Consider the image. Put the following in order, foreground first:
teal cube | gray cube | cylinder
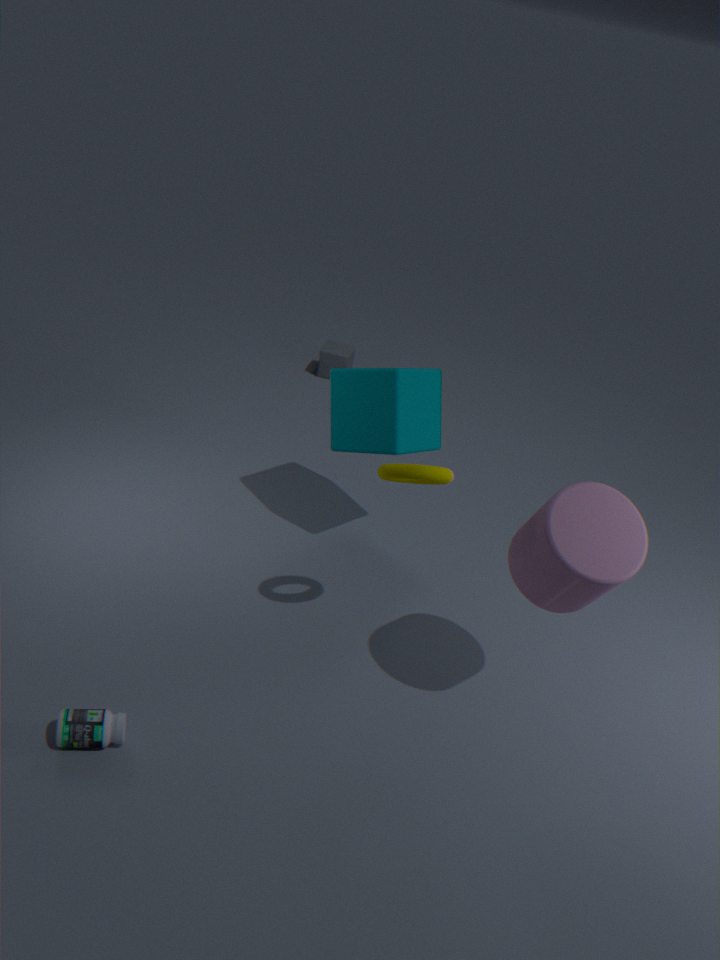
cylinder
teal cube
gray cube
